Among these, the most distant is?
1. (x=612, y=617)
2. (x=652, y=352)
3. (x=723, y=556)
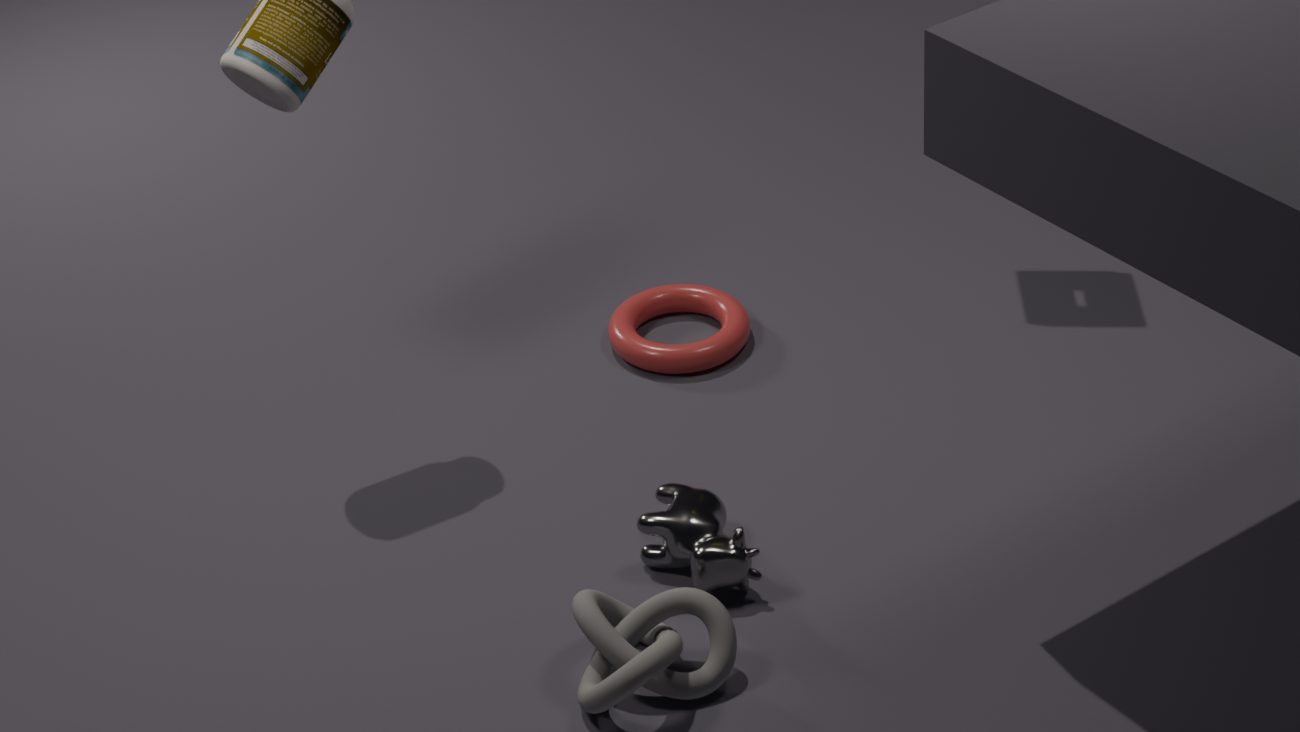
(x=652, y=352)
